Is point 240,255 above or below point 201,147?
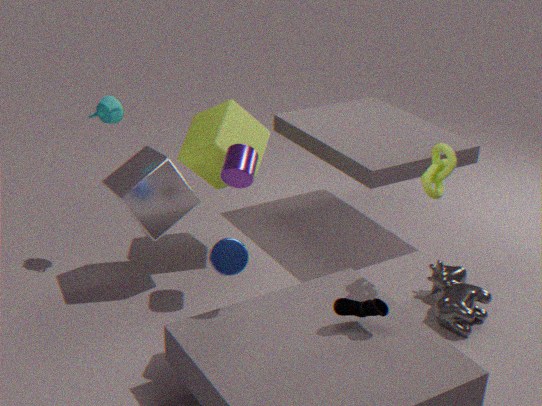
below
